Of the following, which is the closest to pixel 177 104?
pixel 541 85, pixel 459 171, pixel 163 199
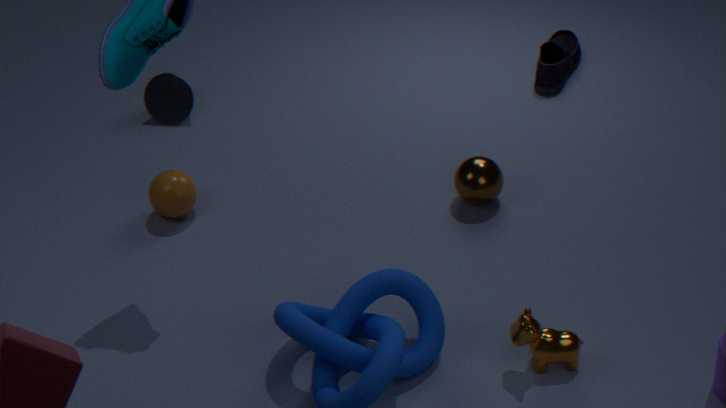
pixel 163 199
